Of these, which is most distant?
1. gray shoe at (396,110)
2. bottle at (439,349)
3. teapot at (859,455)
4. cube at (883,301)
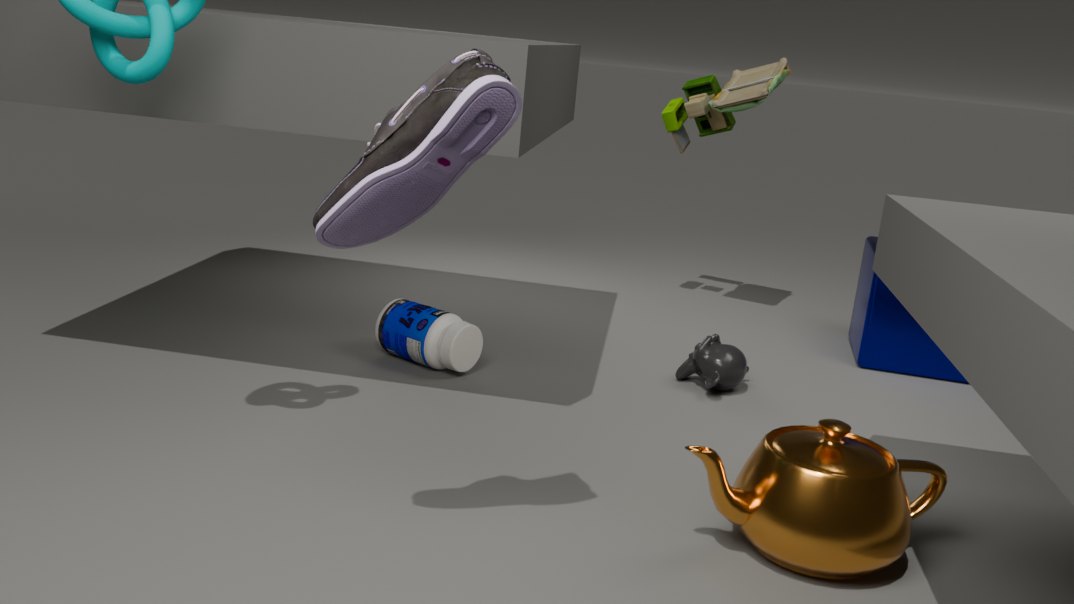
cube at (883,301)
